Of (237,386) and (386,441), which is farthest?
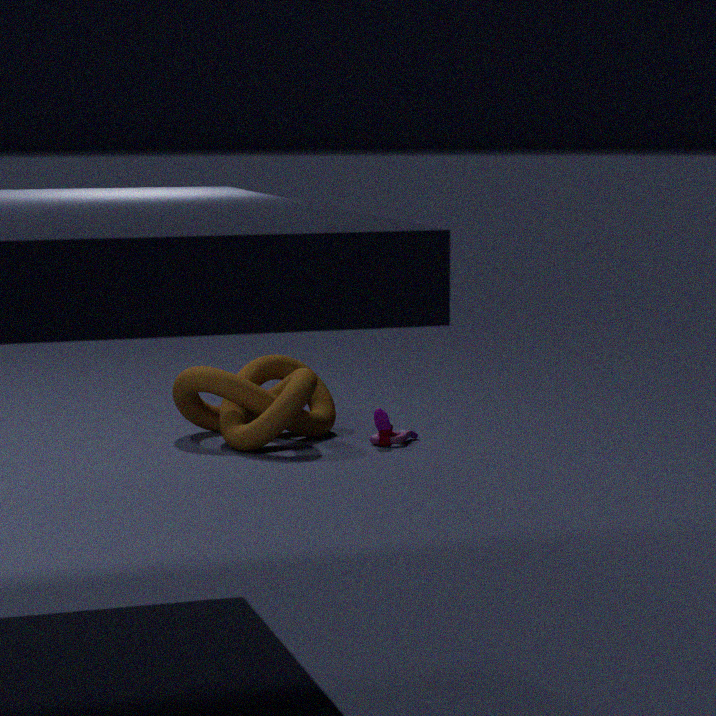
(386,441)
